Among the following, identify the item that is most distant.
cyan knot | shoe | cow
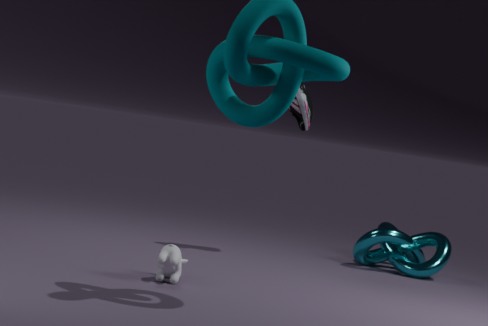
cyan knot
